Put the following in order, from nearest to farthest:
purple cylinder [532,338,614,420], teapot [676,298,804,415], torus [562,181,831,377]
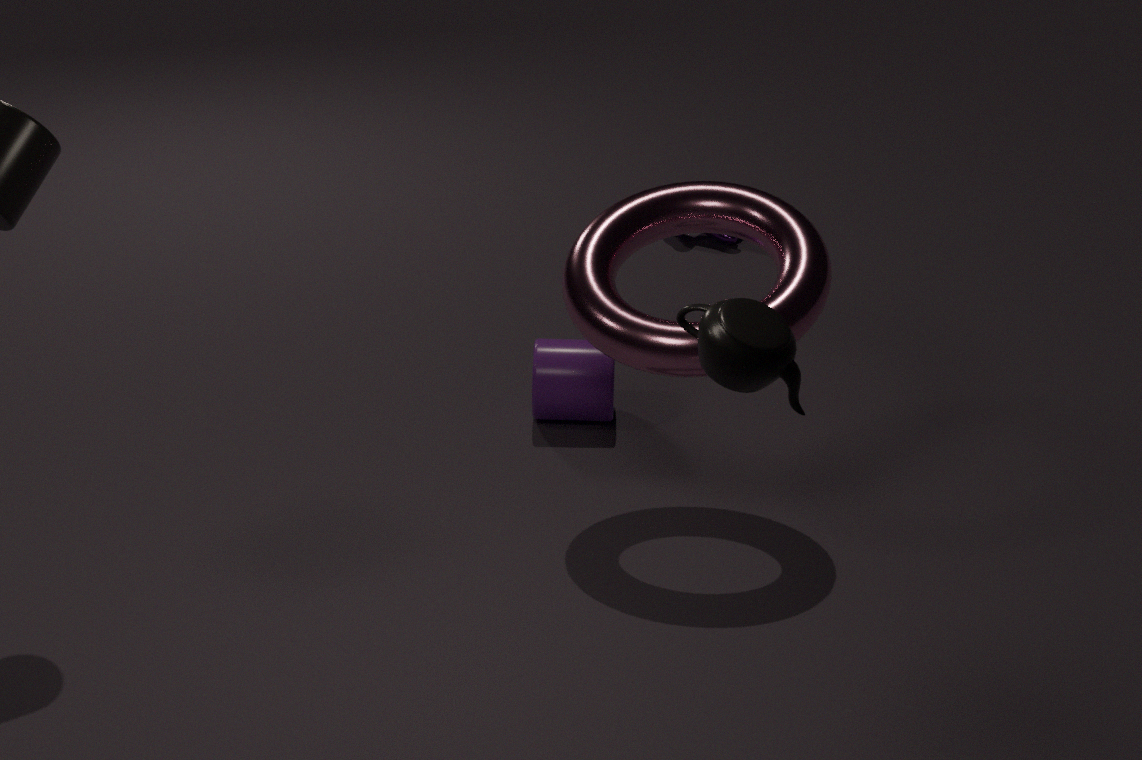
teapot [676,298,804,415], torus [562,181,831,377], purple cylinder [532,338,614,420]
